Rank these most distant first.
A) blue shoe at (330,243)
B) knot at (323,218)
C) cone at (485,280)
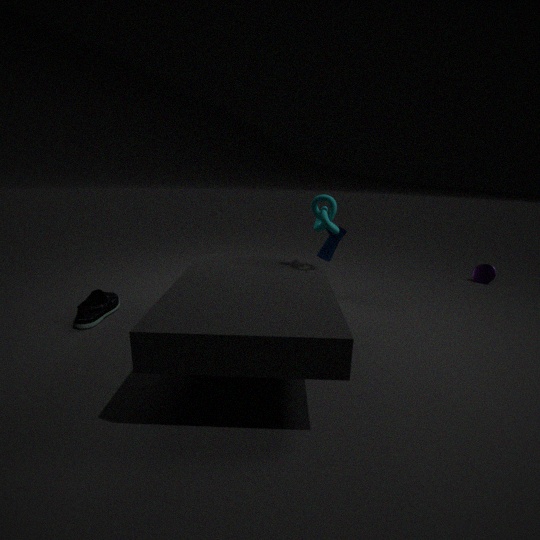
cone at (485,280) → blue shoe at (330,243) → knot at (323,218)
